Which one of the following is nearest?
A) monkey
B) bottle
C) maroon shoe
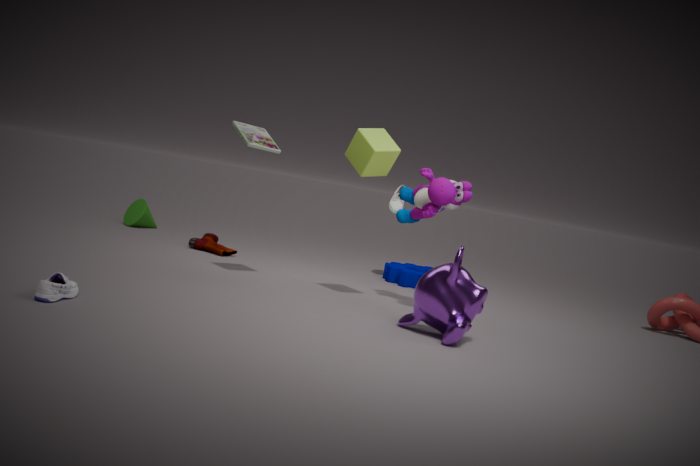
bottle
